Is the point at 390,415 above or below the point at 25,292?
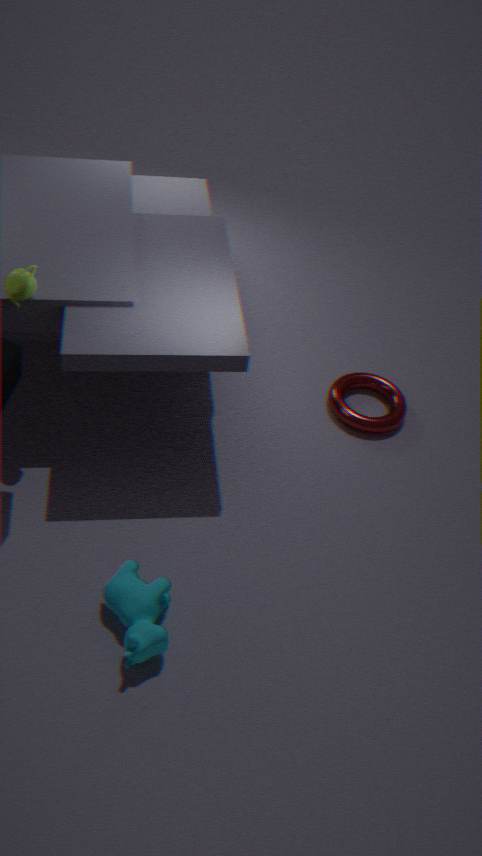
below
